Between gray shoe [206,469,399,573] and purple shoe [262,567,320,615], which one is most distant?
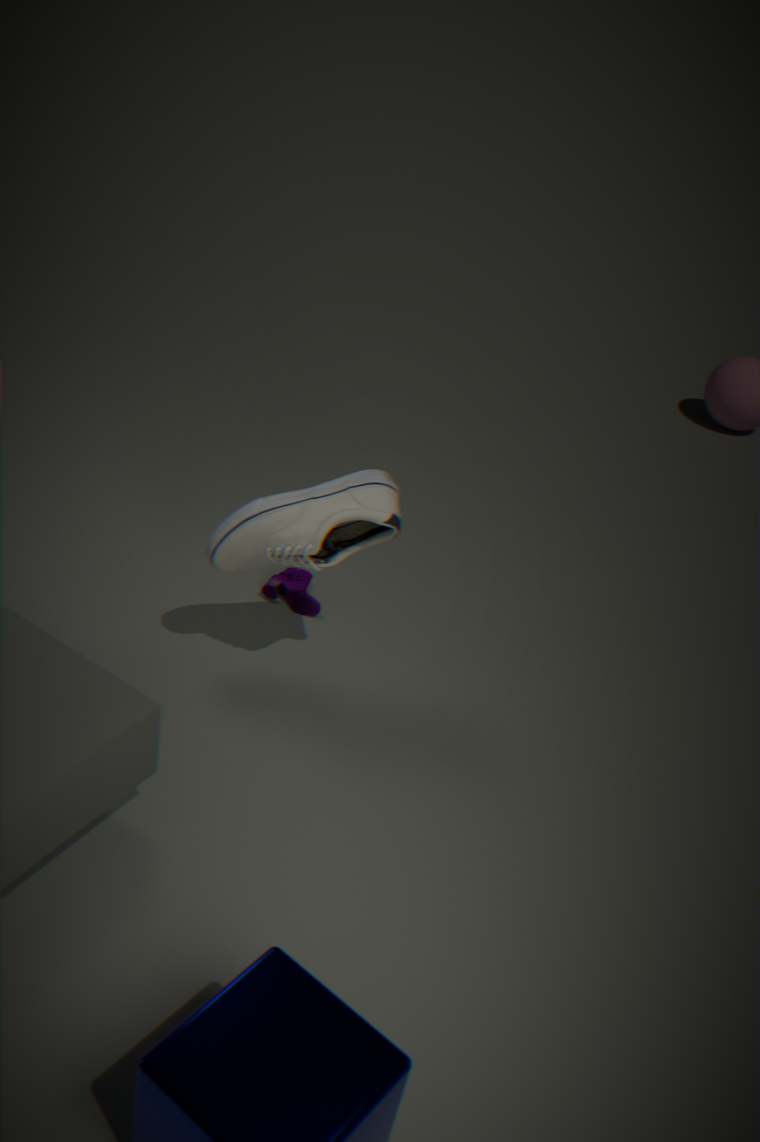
purple shoe [262,567,320,615]
